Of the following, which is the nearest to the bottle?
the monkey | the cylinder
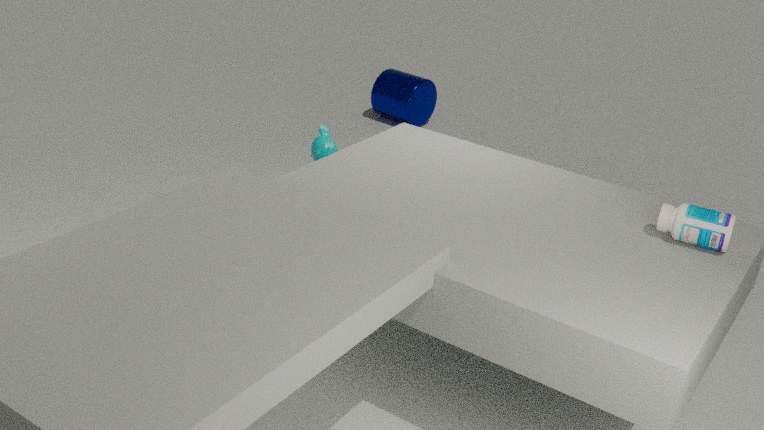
the monkey
